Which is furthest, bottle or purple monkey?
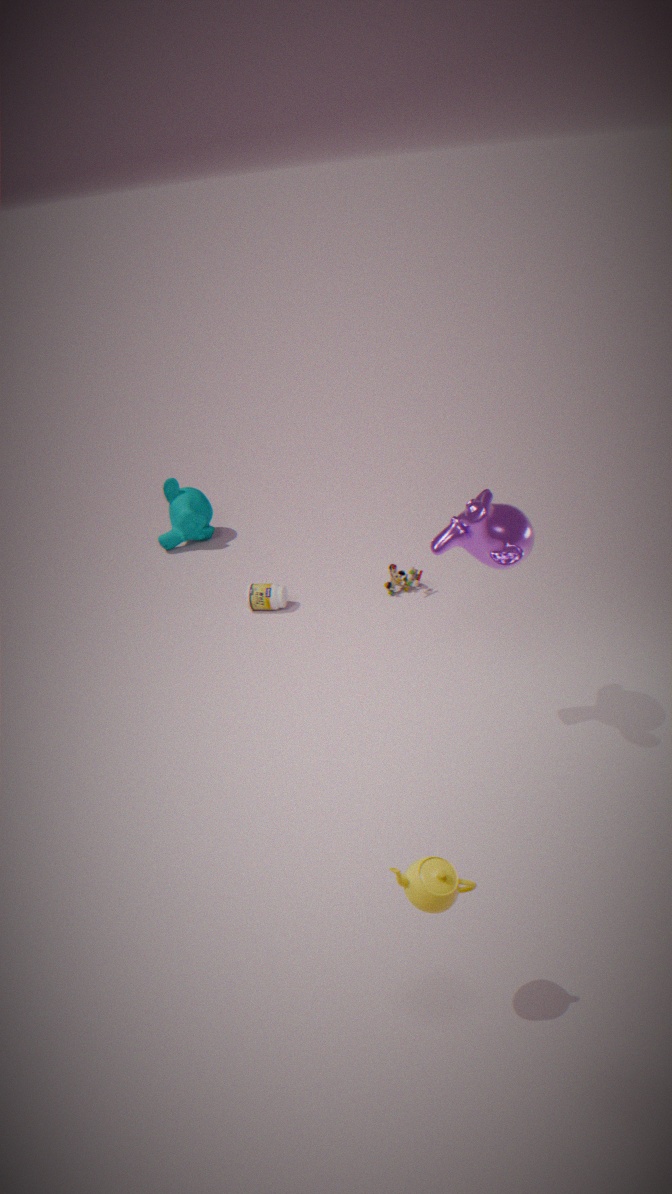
bottle
